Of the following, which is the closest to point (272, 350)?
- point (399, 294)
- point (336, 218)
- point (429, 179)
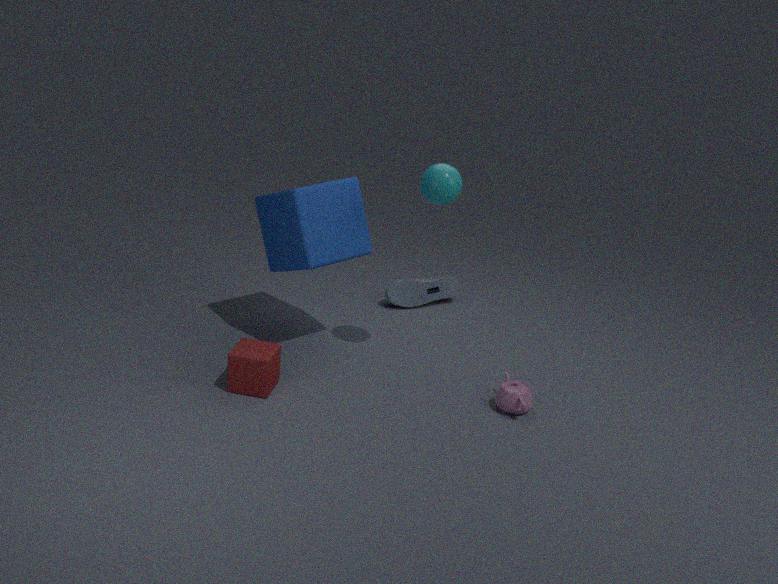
point (336, 218)
